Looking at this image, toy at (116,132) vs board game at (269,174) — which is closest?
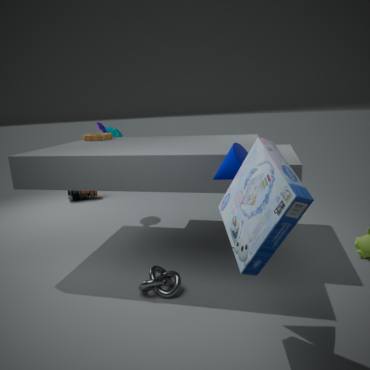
board game at (269,174)
